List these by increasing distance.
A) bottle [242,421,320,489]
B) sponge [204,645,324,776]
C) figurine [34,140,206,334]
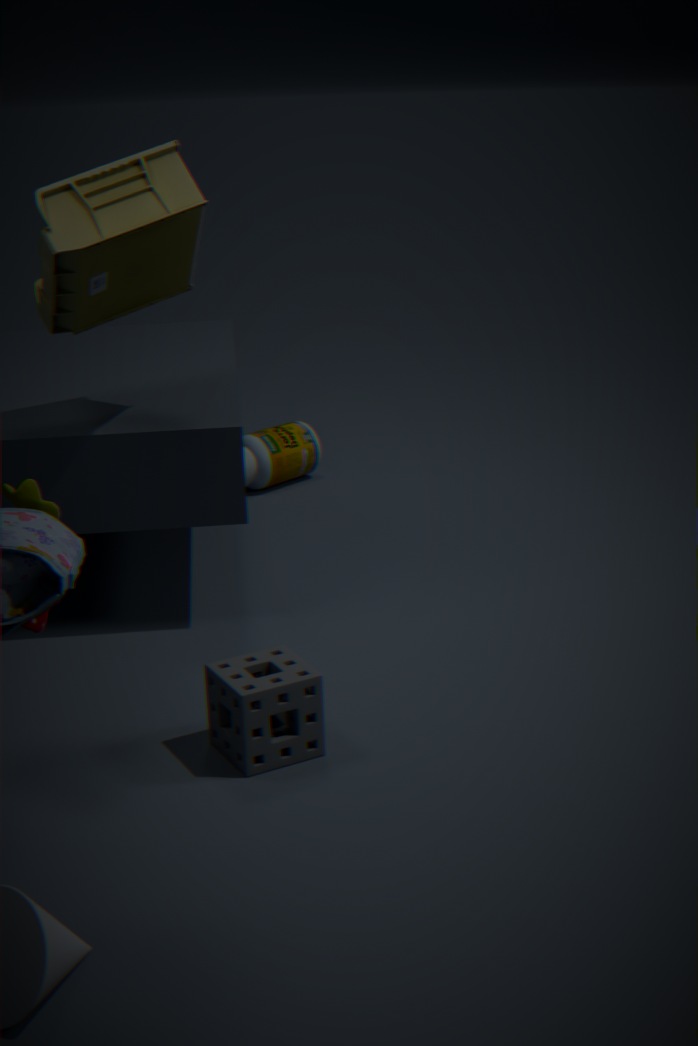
sponge [204,645,324,776], figurine [34,140,206,334], bottle [242,421,320,489]
